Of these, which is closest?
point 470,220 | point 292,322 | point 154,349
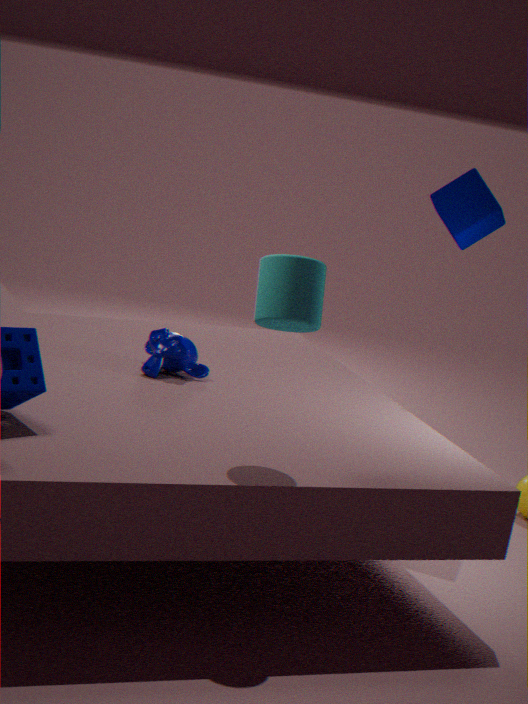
point 292,322
